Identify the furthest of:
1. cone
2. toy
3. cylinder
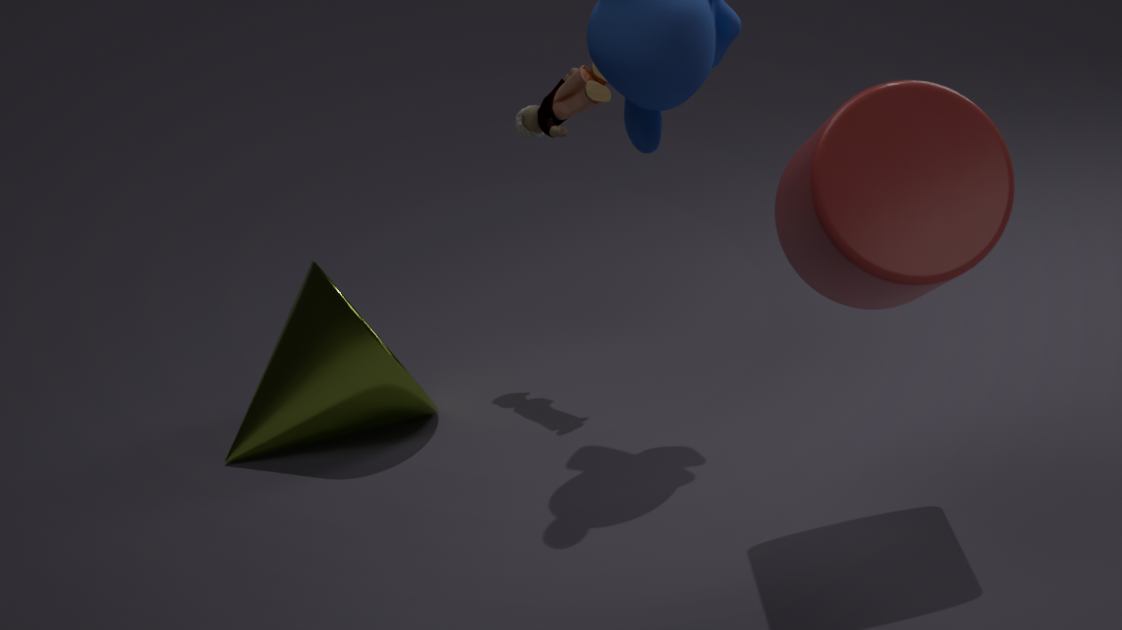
toy
